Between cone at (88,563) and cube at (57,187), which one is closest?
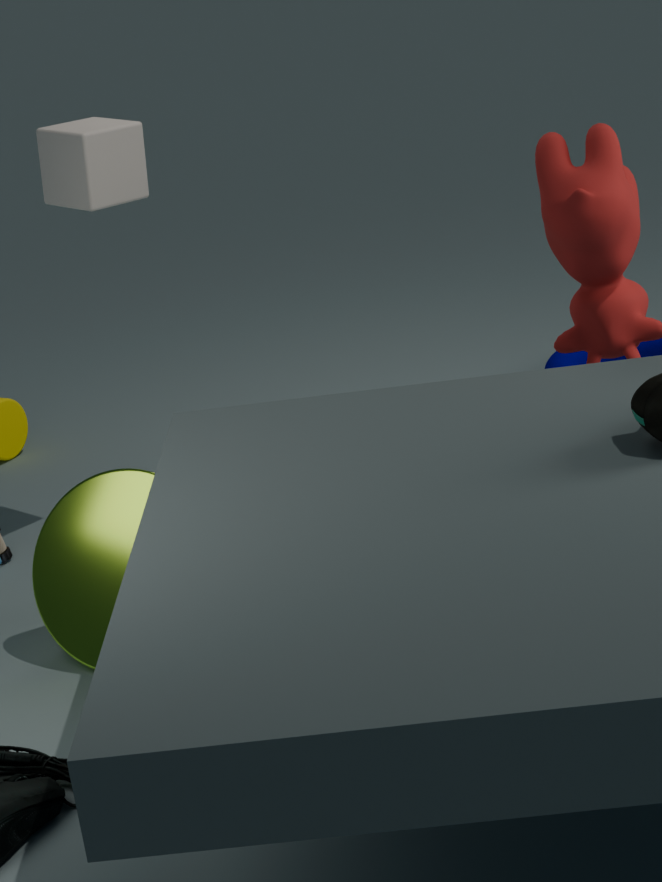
cone at (88,563)
